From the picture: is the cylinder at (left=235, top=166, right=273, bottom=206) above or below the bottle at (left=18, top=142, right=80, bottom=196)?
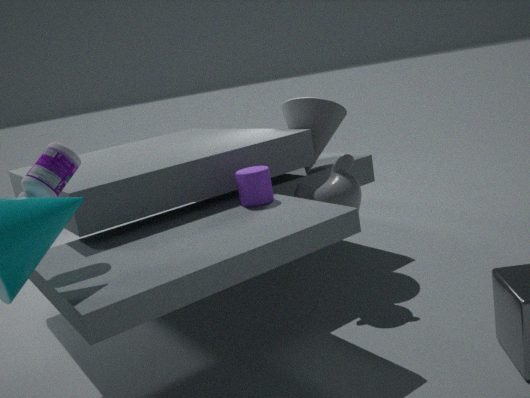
below
